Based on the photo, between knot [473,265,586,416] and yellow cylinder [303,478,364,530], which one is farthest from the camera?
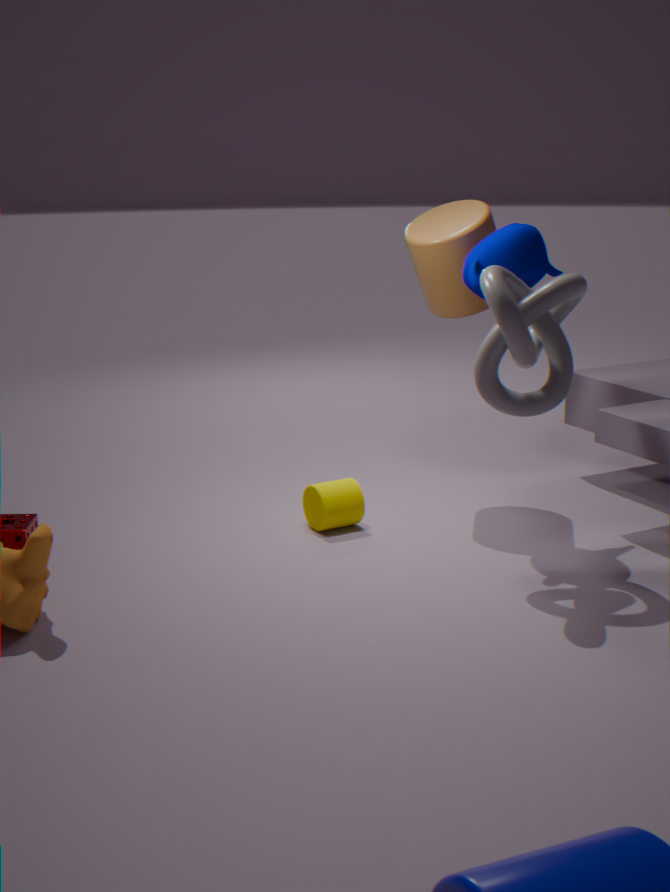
yellow cylinder [303,478,364,530]
